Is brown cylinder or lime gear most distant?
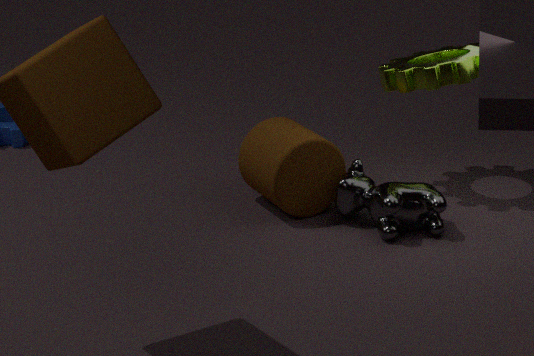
lime gear
